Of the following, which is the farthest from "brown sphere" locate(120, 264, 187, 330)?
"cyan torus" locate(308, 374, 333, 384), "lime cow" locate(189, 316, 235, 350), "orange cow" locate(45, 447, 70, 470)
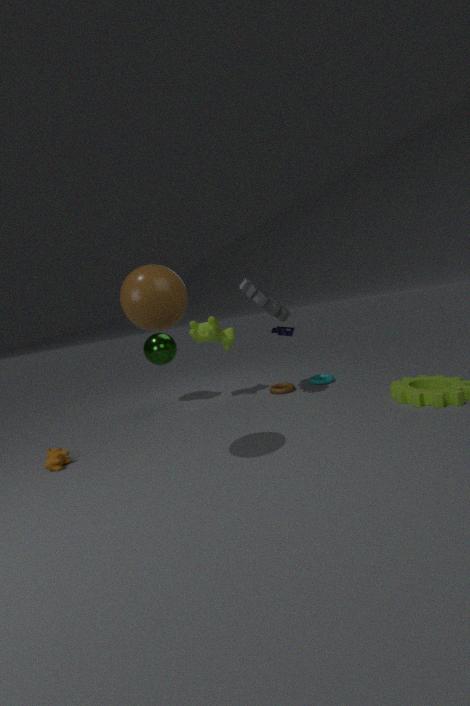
"cyan torus" locate(308, 374, 333, 384)
